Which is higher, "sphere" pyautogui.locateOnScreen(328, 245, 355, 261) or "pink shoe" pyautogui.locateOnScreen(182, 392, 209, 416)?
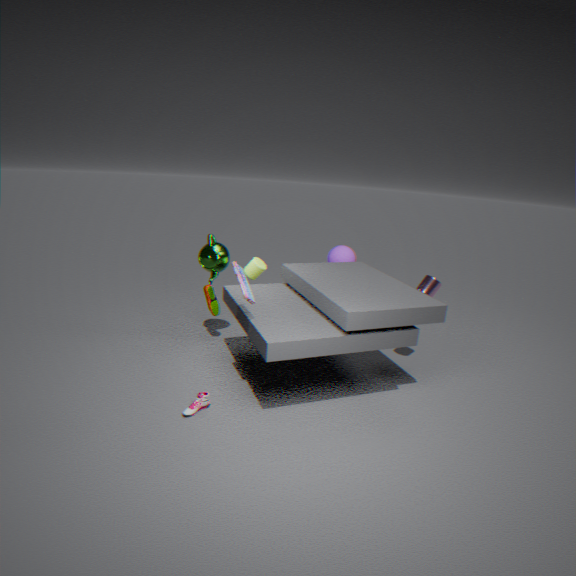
"sphere" pyautogui.locateOnScreen(328, 245, 355, 261)
